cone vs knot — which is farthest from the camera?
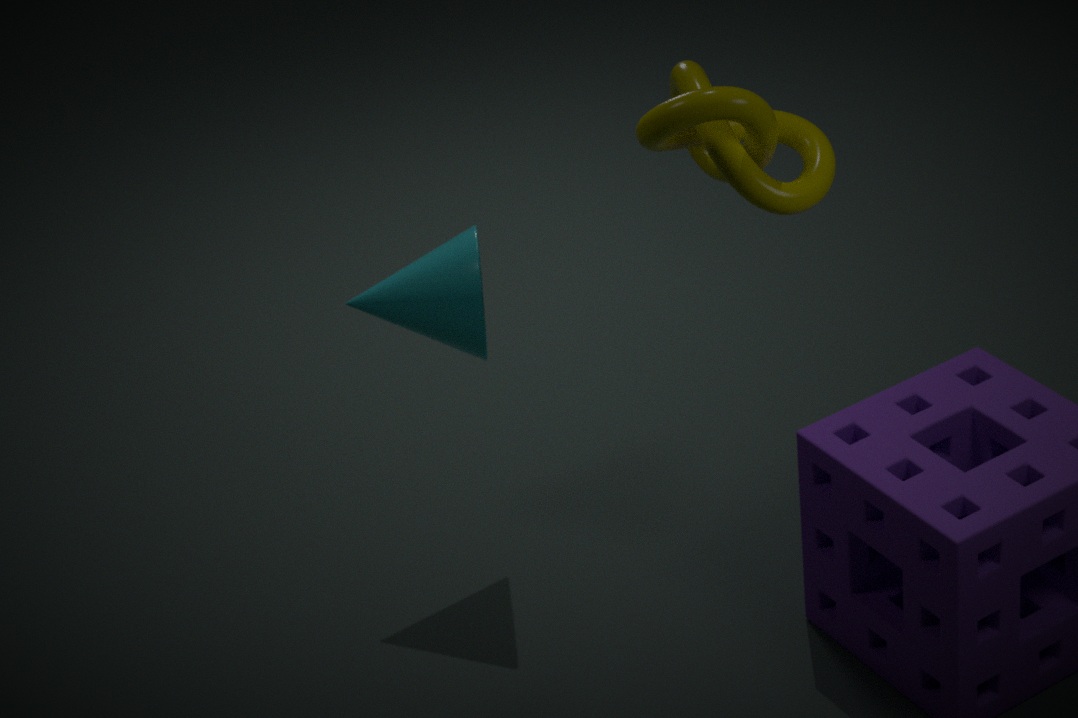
cone
